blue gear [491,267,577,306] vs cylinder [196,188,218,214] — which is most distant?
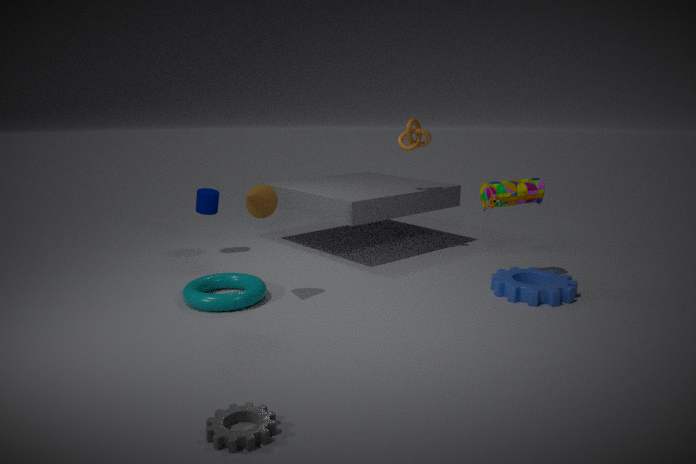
cylinder [196,188,218,214]
